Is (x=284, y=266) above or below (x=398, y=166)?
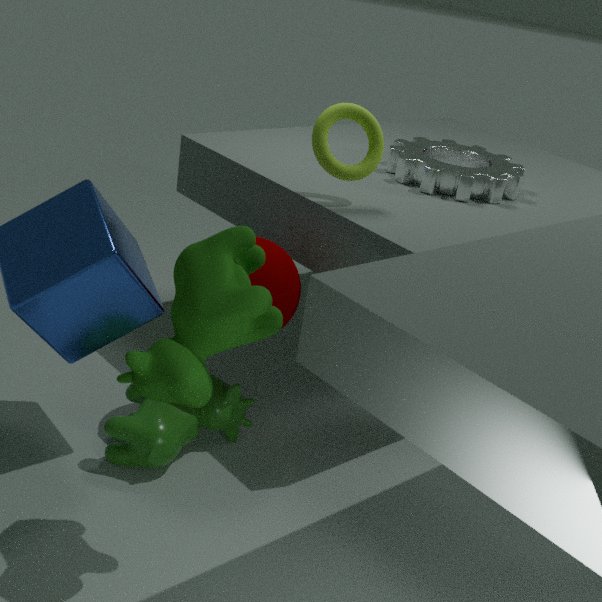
below
